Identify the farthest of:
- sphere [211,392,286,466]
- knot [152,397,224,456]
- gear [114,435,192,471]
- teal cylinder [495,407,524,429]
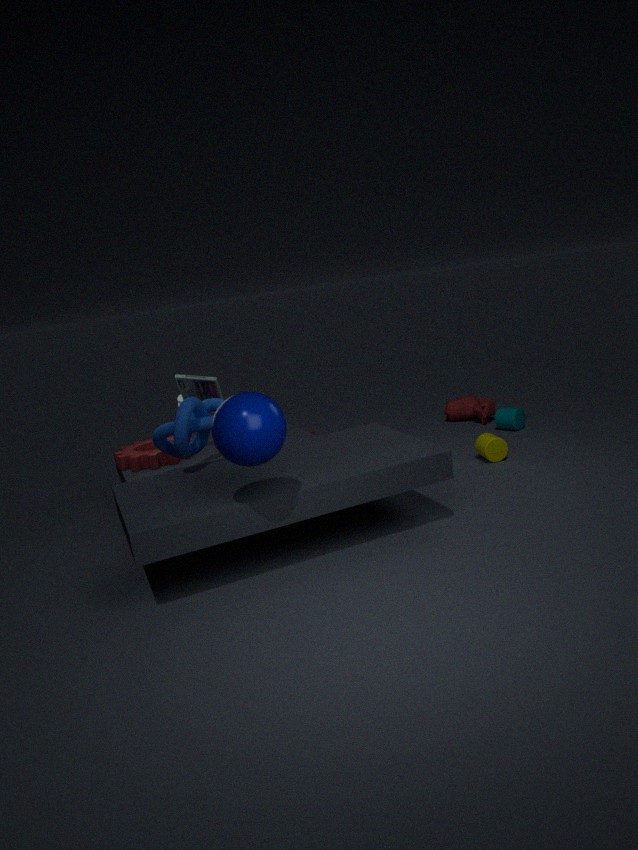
teal cylinder [495,407,524,429]
